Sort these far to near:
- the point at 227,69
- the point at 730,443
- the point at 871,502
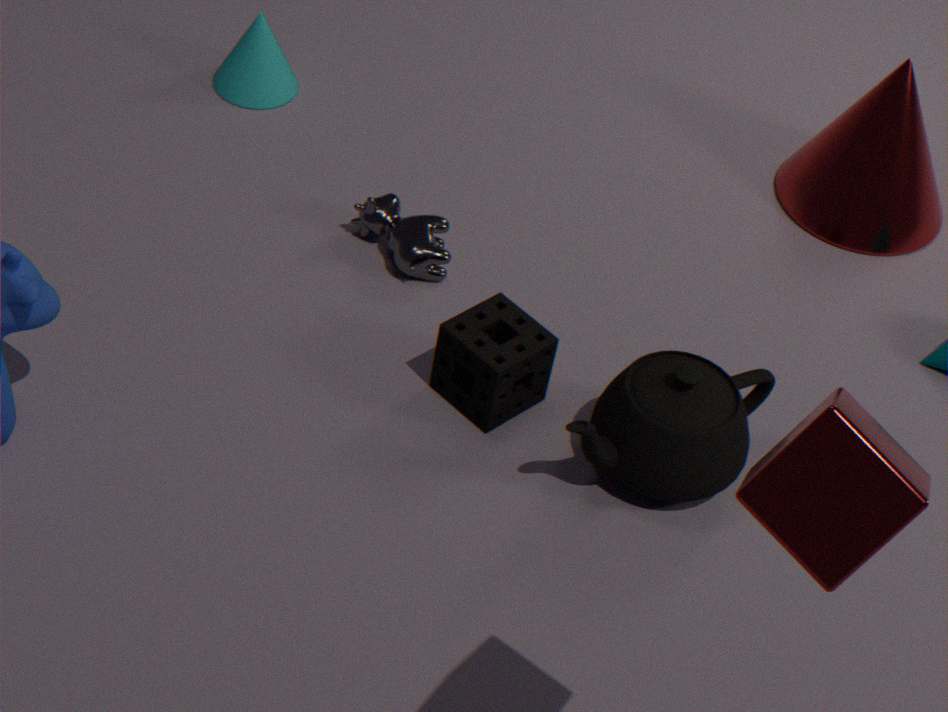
the point at 227,69, the point at 730,443, the point at 871,502
